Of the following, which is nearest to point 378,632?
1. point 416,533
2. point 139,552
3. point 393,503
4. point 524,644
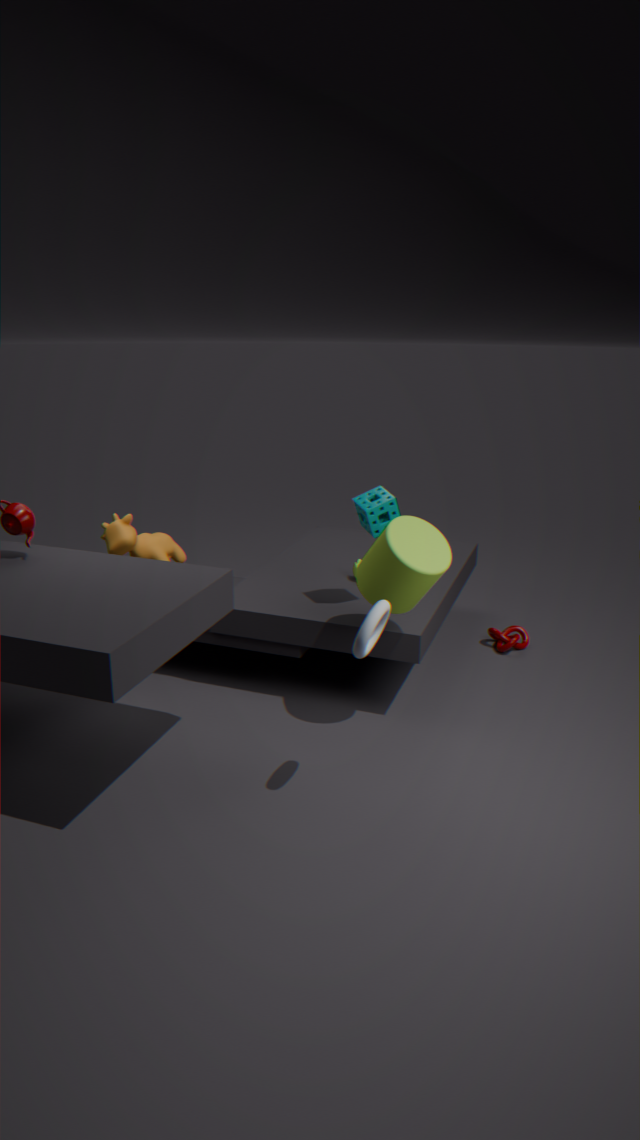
Result: point 416,533
